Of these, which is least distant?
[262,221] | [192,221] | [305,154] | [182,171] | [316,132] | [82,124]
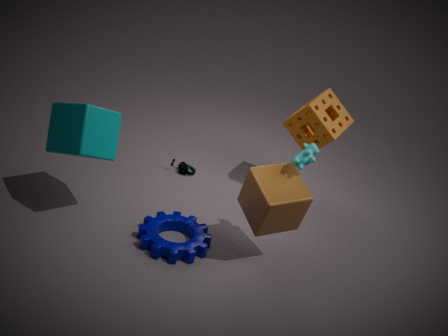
[82,124]
